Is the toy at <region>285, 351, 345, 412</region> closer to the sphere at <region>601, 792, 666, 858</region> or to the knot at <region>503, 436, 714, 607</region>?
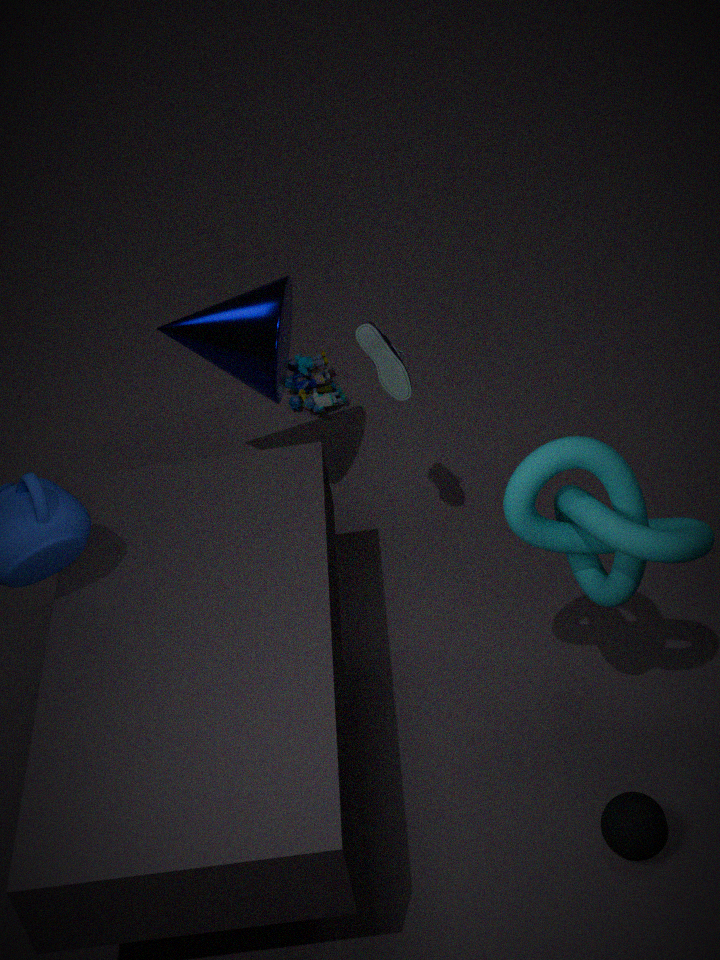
the knot at <region>503, 436, 714, 607</region>
